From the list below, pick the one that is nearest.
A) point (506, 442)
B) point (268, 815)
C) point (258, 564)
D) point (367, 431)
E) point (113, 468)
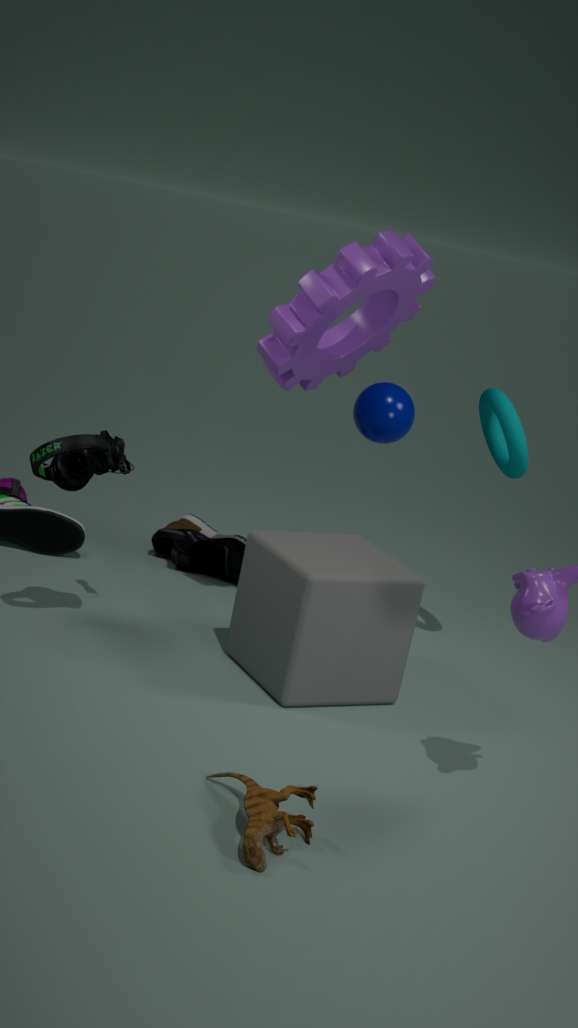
point (268, 815)
